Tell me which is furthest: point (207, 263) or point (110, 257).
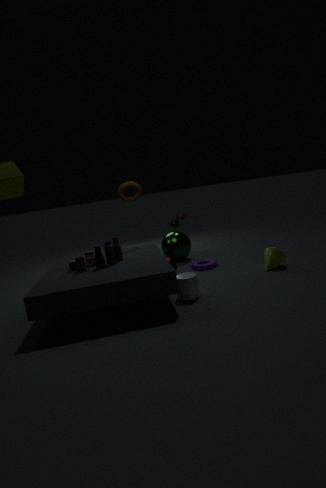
point (207, 263)
